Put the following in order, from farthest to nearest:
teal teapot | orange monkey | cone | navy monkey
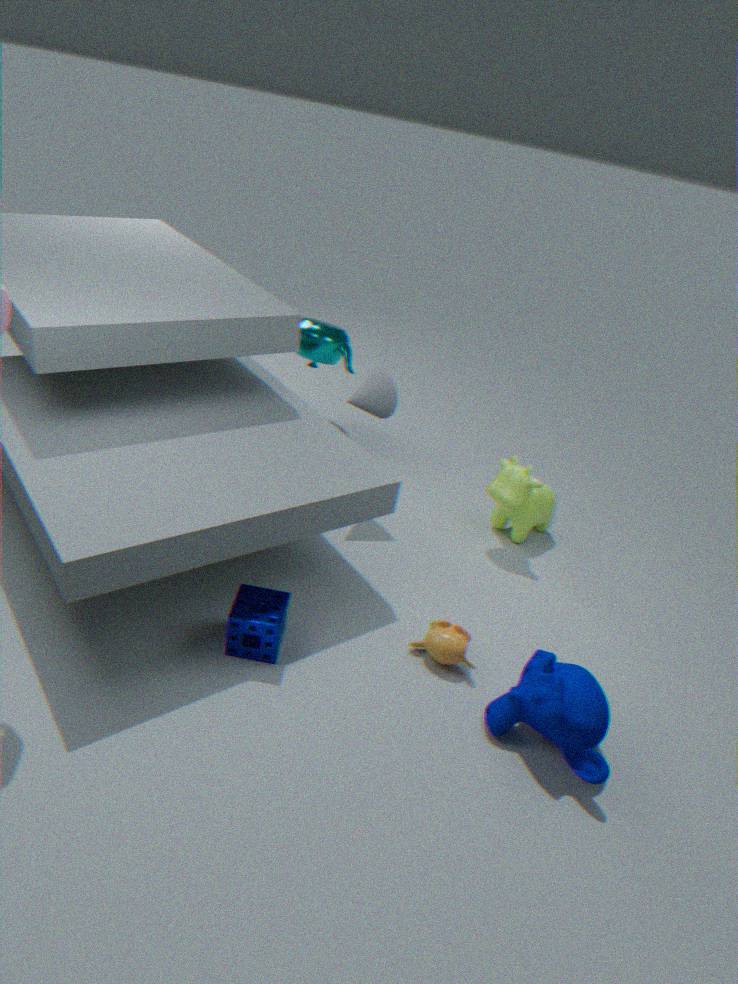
teal teapot, cone, orange monkey, navy monkey
